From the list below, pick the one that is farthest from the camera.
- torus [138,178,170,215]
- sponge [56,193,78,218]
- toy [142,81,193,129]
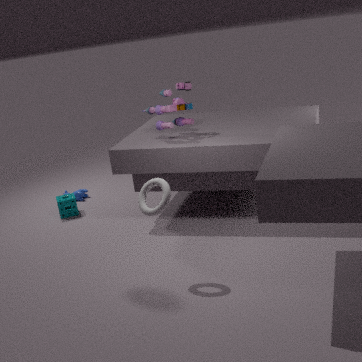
sponge [56,193,78,218]
